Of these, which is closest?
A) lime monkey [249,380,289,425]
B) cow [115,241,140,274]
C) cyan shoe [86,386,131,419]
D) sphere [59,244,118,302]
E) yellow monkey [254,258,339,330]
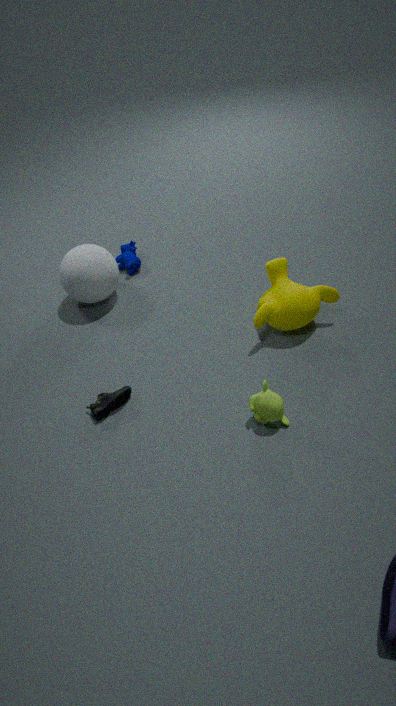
lime monkey [249,380,289,425]
